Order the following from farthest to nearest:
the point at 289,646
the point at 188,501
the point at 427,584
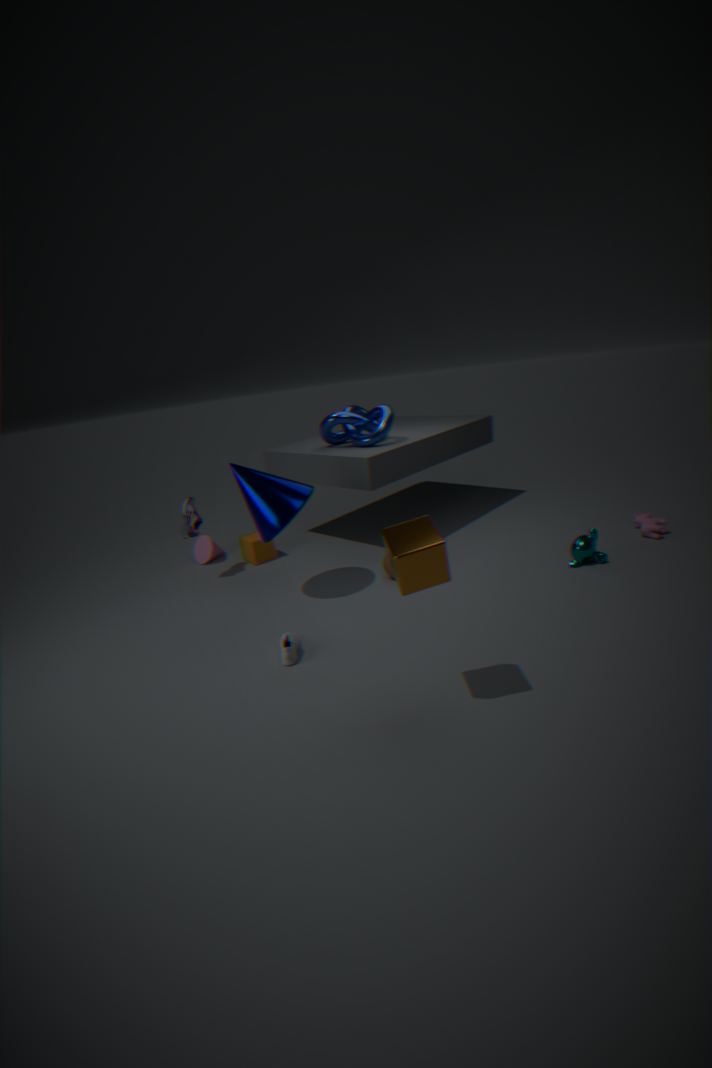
the point at 188,501 → the point at 289,646 → the point at 427,584
